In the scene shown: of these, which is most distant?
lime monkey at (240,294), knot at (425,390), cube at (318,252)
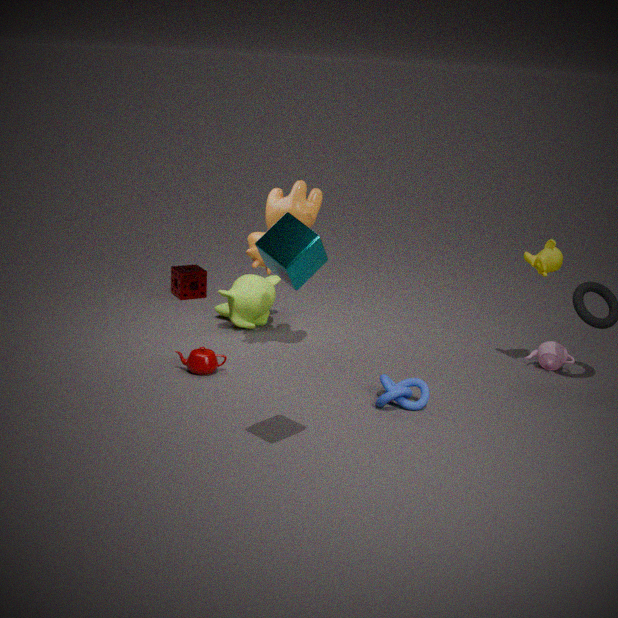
lime monkey at (240,294)
